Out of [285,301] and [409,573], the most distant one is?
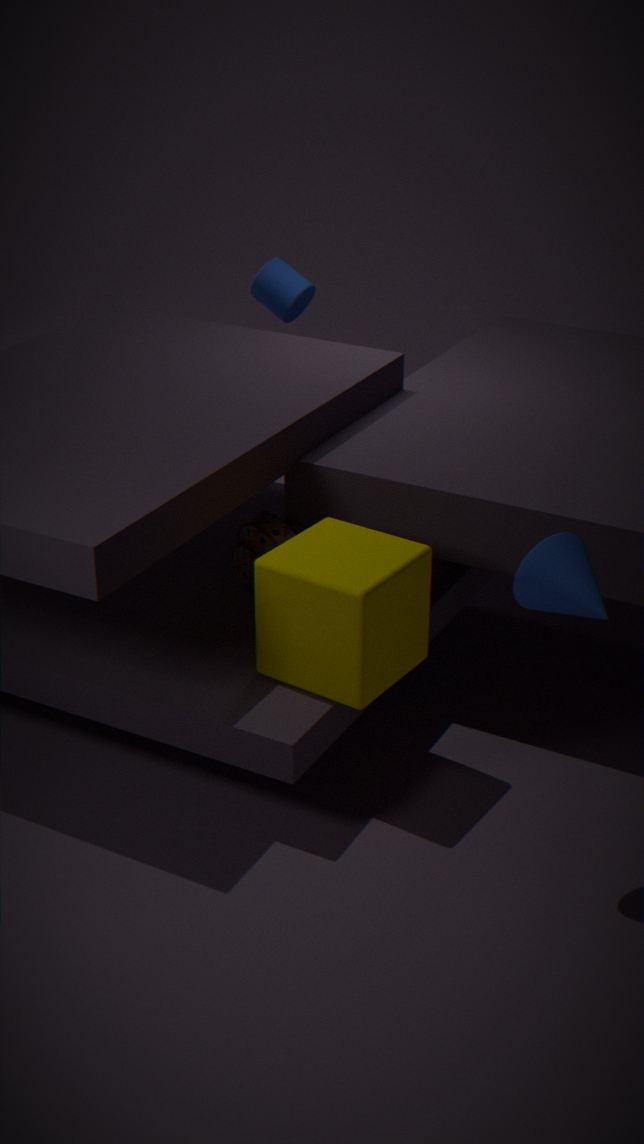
[285,301]
